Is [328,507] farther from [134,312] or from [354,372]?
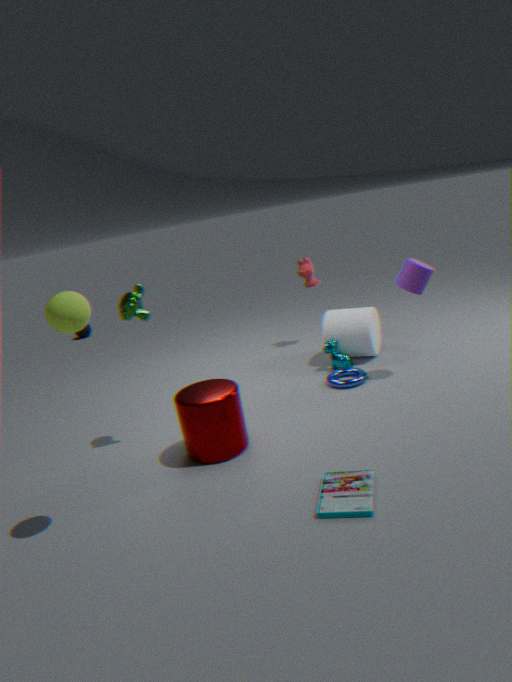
[134,312]
